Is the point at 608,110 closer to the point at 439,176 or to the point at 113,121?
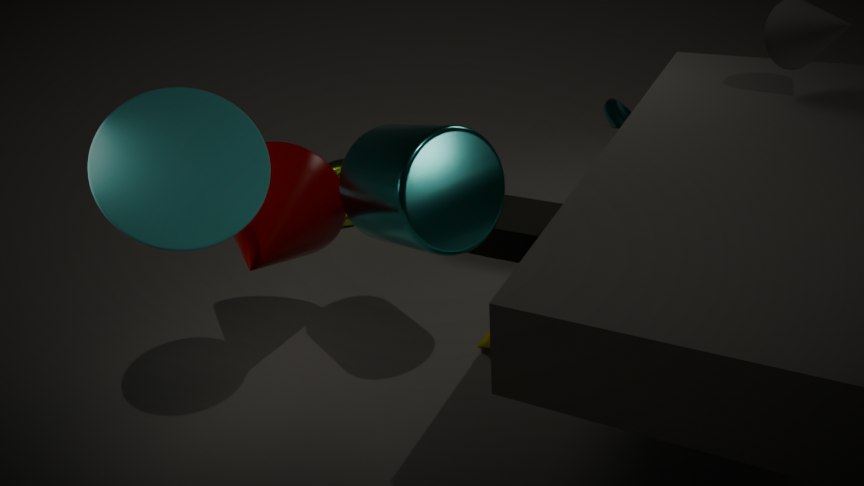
the point at 439,176
